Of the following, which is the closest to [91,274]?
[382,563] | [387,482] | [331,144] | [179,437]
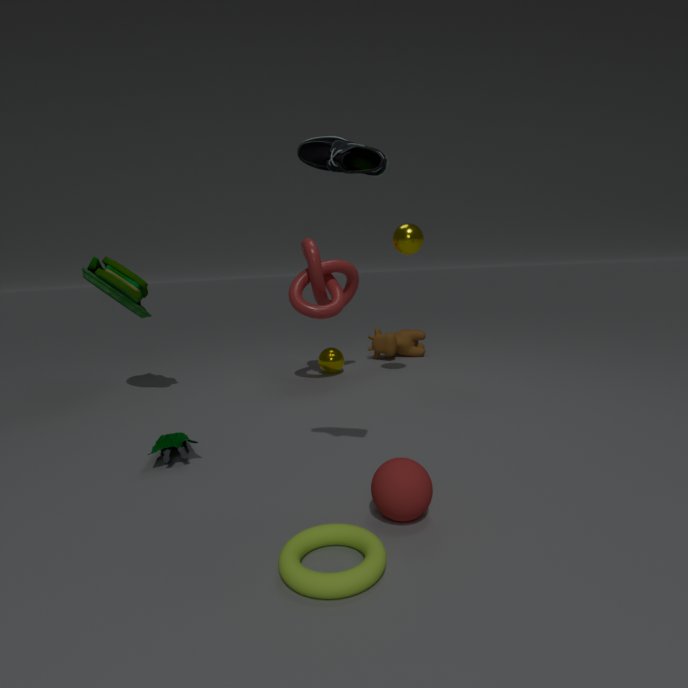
[179,437]
